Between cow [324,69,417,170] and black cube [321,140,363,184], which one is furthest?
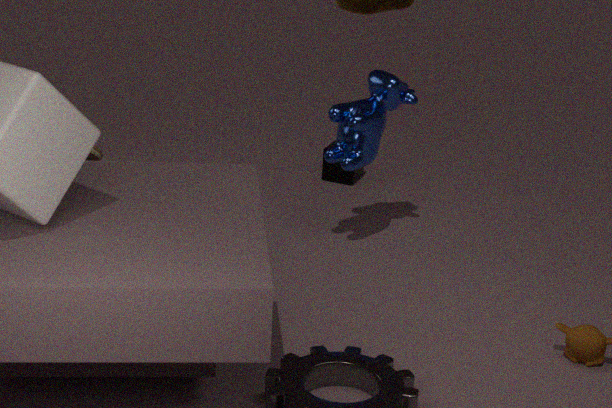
black cube [321,140,363,184]
